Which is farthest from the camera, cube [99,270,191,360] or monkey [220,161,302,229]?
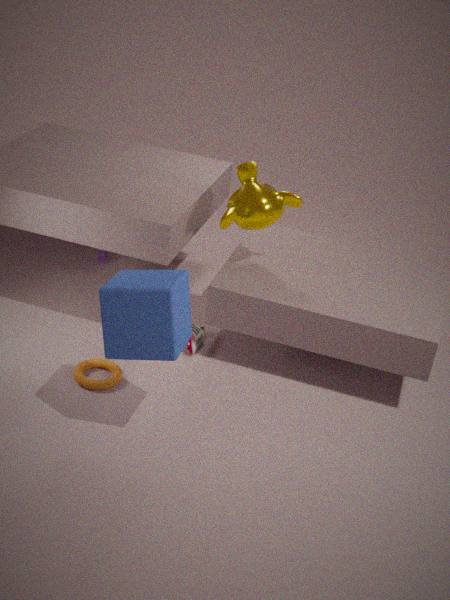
monkey [220,161,302,229]
